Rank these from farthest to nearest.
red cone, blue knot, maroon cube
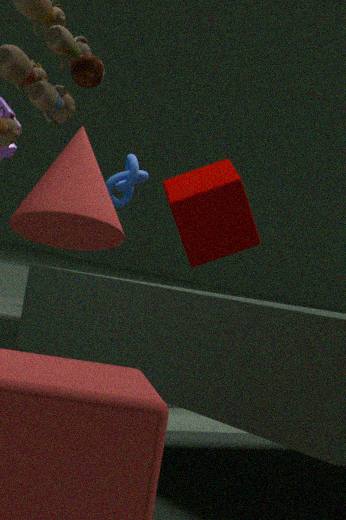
blue knot, maroon cube, red cone
